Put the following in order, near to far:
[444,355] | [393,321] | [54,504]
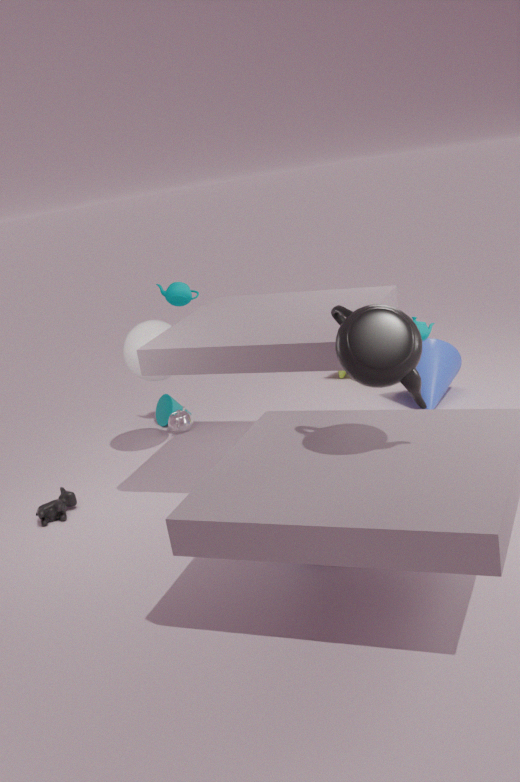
[393,321] < [54,504] < [444,355]
